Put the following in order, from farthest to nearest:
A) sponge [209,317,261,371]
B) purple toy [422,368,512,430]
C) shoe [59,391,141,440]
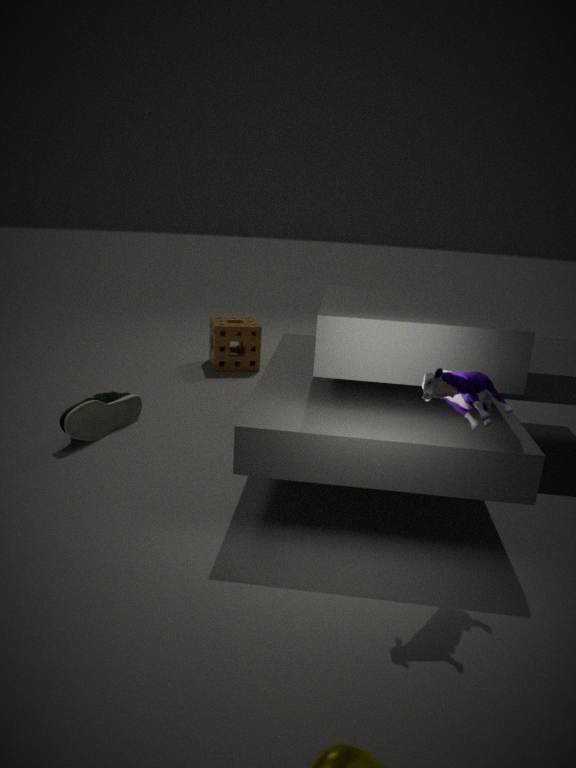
sponge [209,317,261,371]
shoe [59,391,141,440]
purple toy [422,368,512,430]
